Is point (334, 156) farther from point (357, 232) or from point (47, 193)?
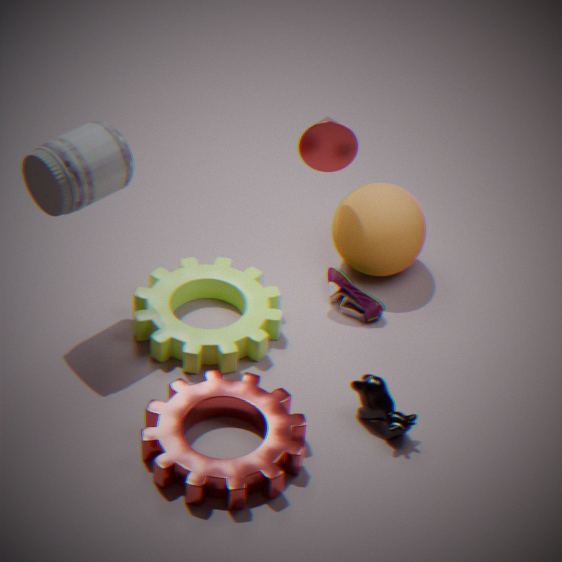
point (47, 193)
